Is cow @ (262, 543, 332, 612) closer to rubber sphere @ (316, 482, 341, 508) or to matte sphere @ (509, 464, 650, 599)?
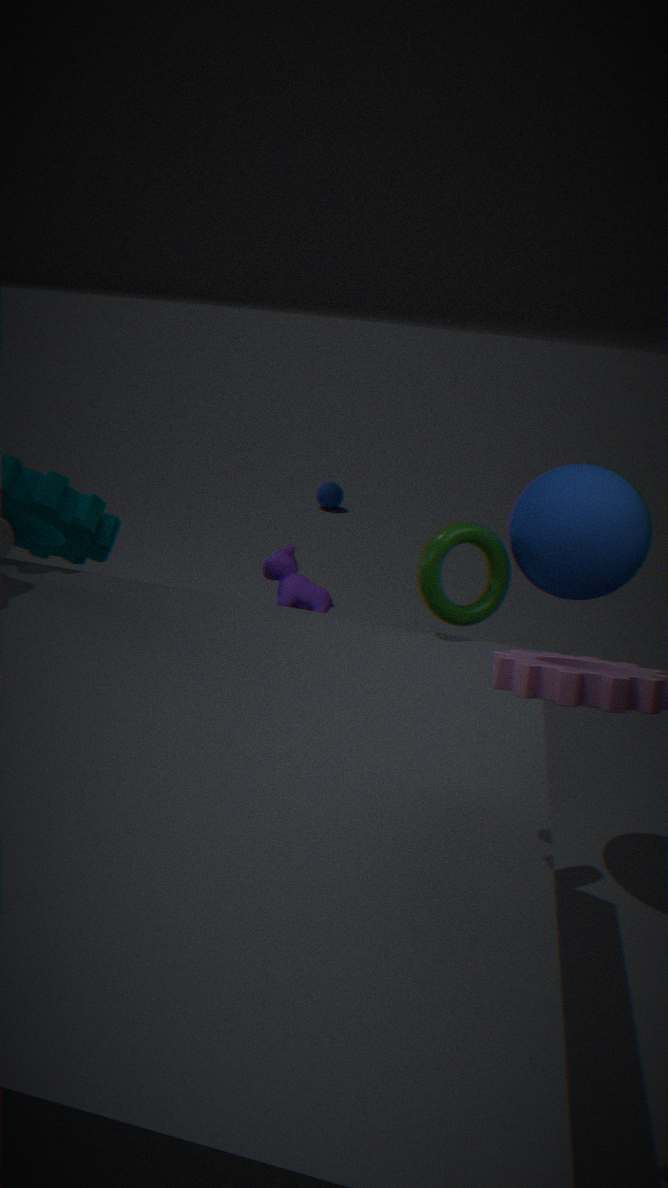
matte sphere @ (509, 464, 650, 599)
